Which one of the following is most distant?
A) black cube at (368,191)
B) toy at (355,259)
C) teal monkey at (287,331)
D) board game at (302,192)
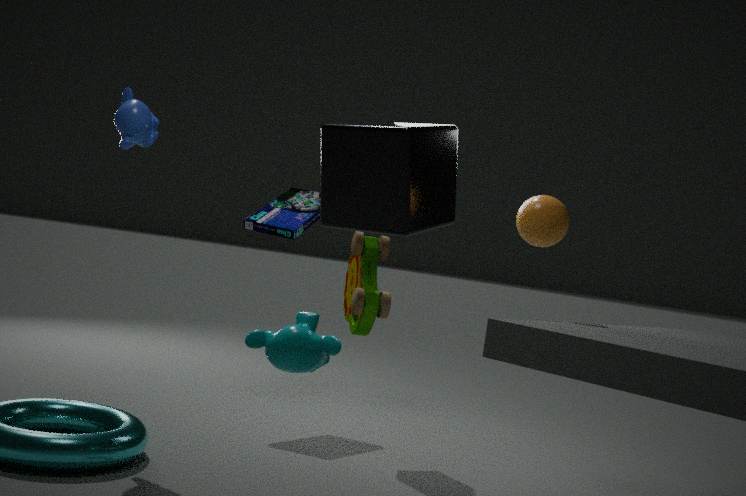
board game at (302,192)
